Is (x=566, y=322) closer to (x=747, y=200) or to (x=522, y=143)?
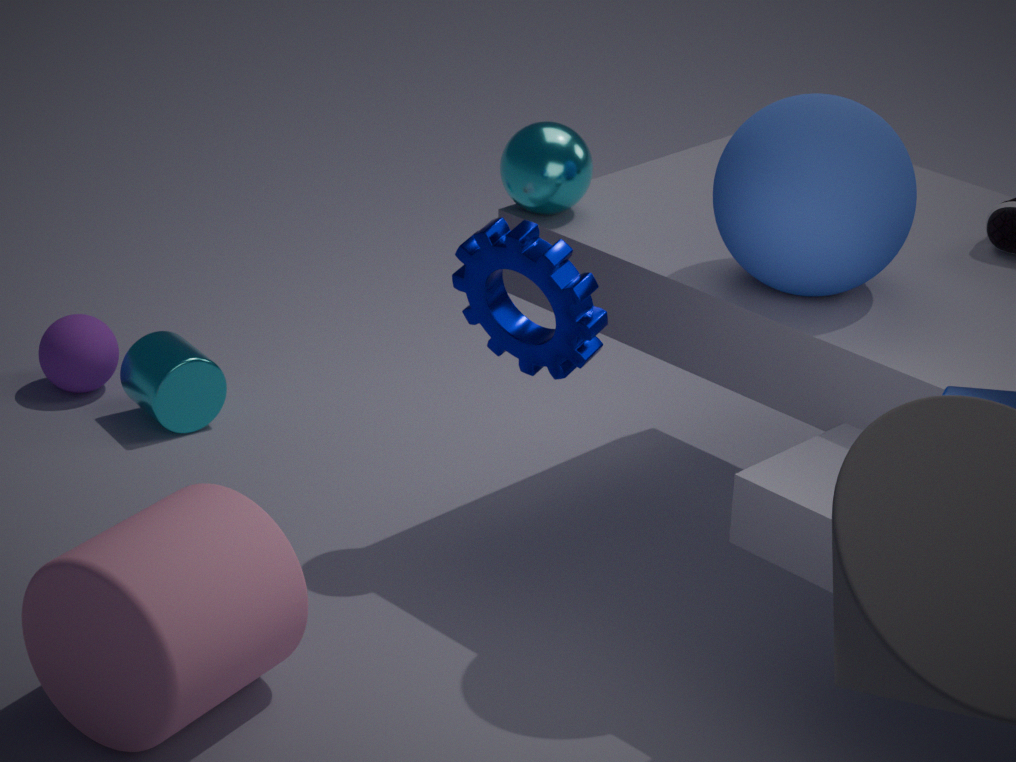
(x=747, y=200)
